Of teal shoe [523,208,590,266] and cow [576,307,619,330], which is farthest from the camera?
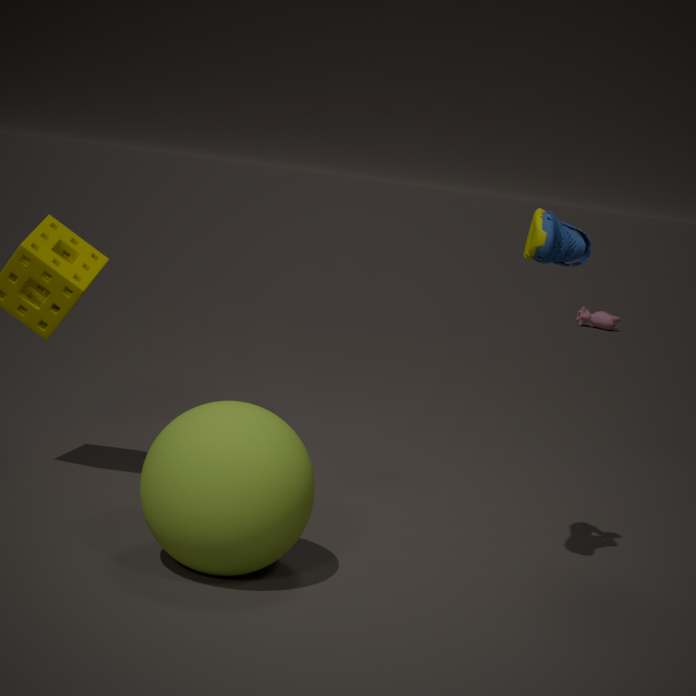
cow [576,307,619,330]
